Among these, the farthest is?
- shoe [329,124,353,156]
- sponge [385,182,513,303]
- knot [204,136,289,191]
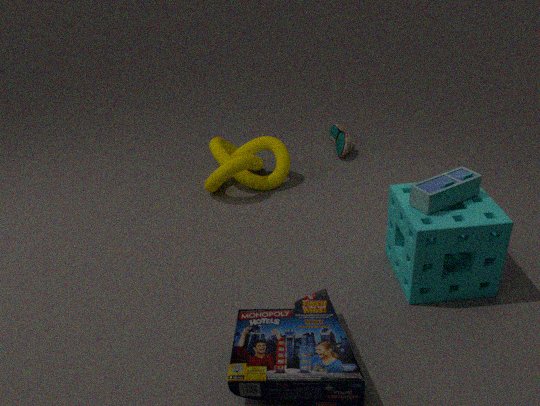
shoe [329,124,353,156]
